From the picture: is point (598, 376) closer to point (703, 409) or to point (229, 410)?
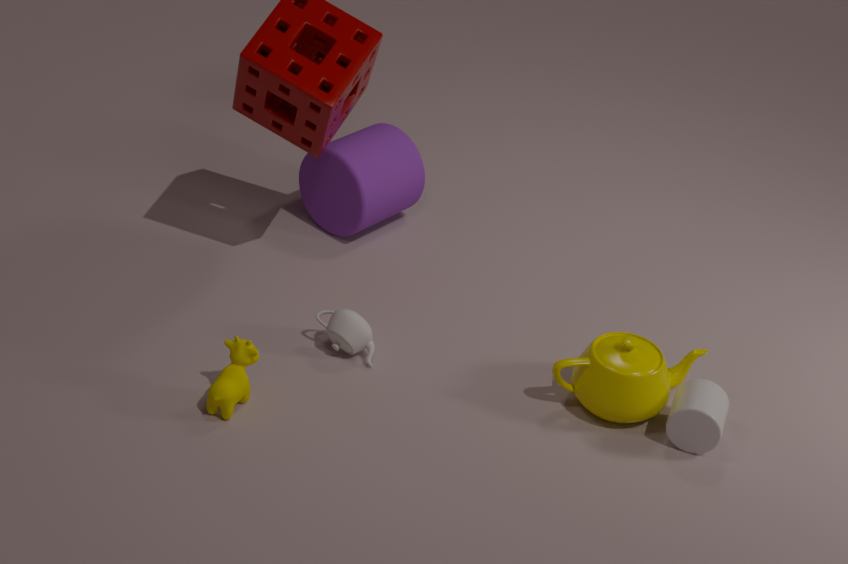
point (703, 409)
